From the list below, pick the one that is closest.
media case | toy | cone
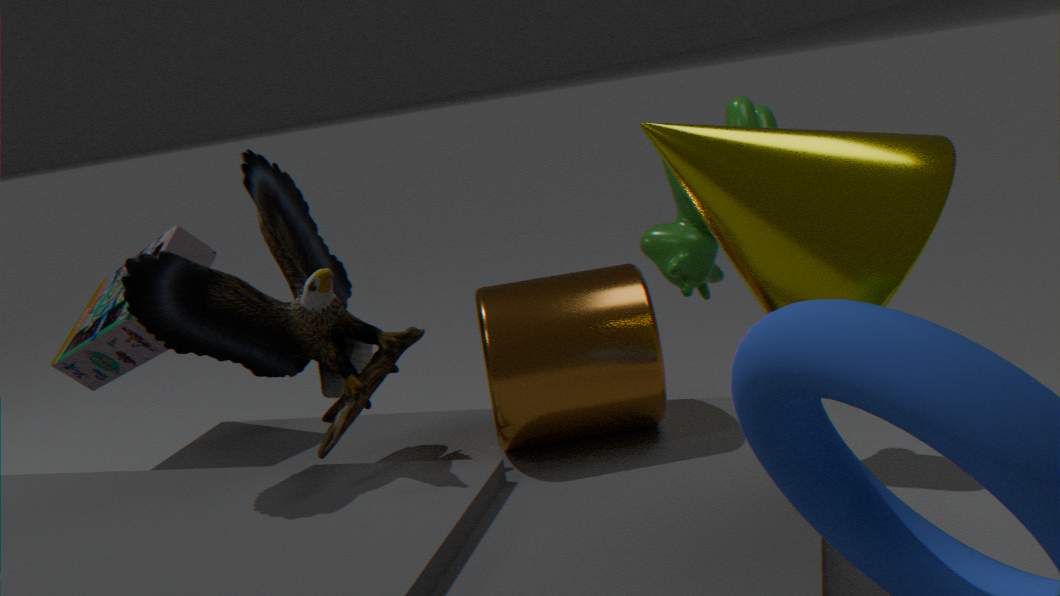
cone
